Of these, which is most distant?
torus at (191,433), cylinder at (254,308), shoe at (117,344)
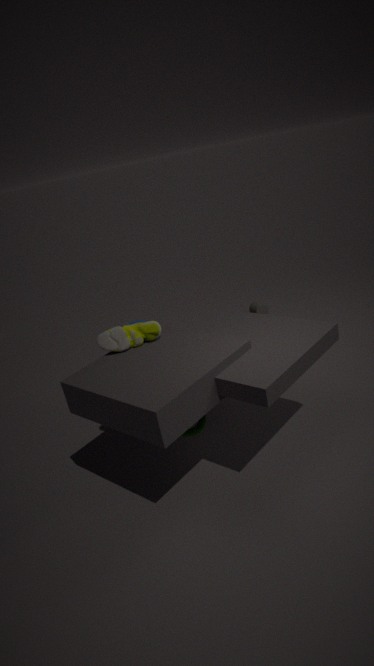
cylinder at (254,308)
